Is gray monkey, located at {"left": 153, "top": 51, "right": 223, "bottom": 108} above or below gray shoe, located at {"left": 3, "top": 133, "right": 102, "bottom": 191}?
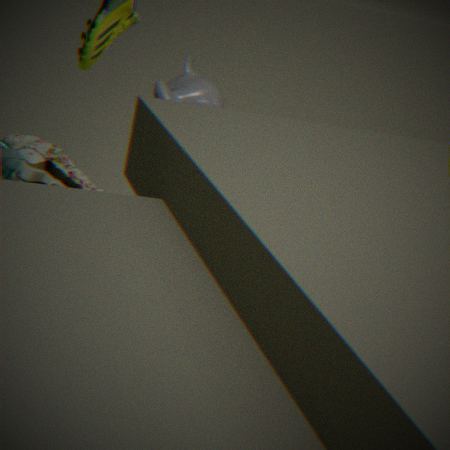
above
